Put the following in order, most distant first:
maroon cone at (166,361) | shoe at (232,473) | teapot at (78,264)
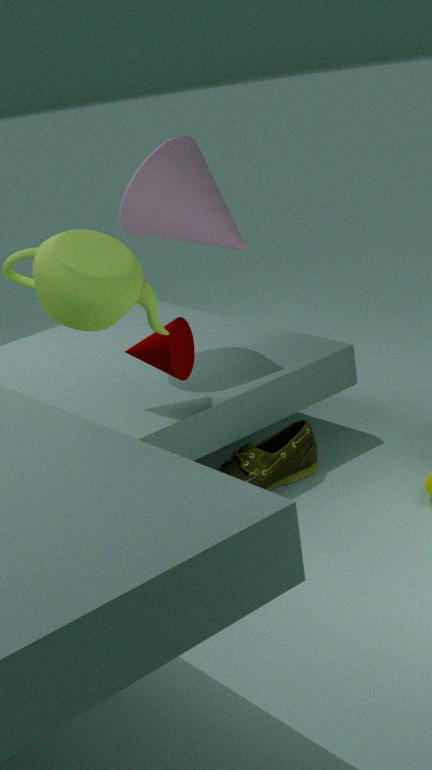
shoe at (232,473)
maroon cone at (166,361)
teapot at (78,264)
